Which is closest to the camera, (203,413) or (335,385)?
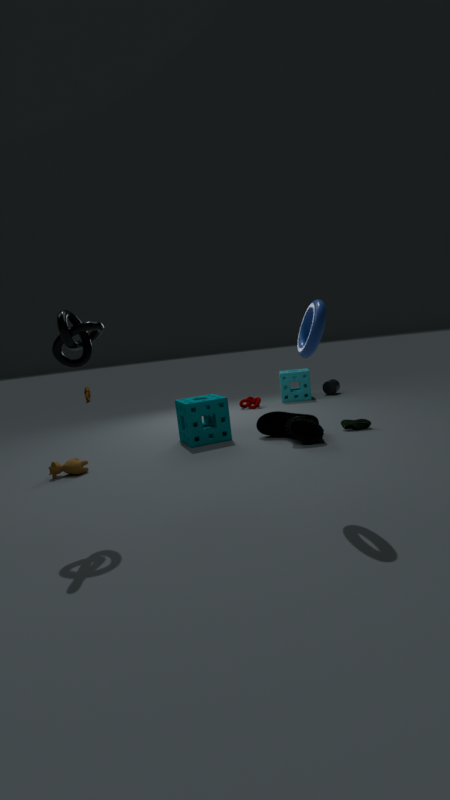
(203,413)
